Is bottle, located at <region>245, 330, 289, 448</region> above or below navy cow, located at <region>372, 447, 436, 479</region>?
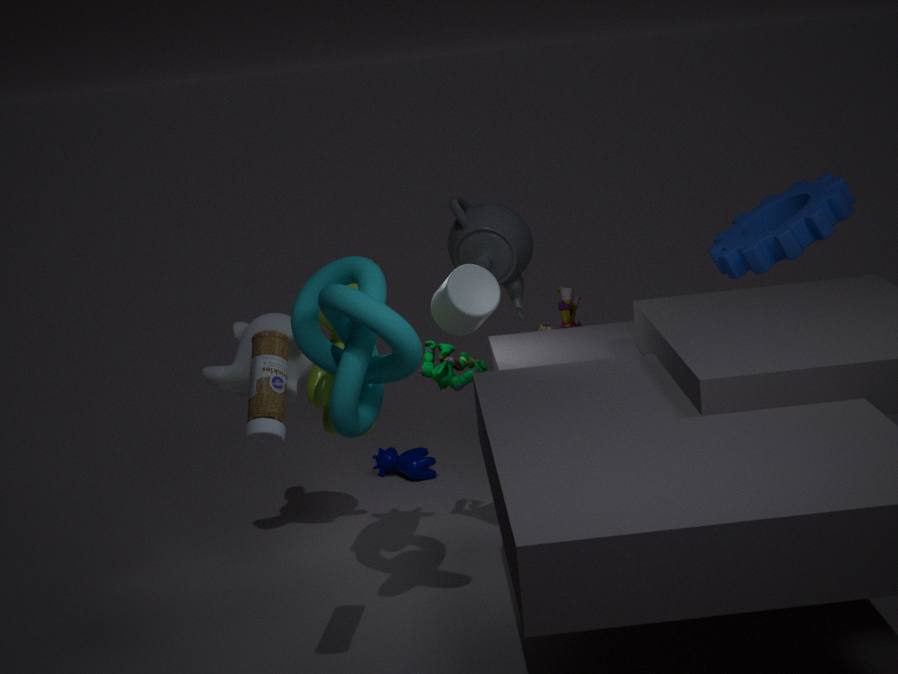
above
